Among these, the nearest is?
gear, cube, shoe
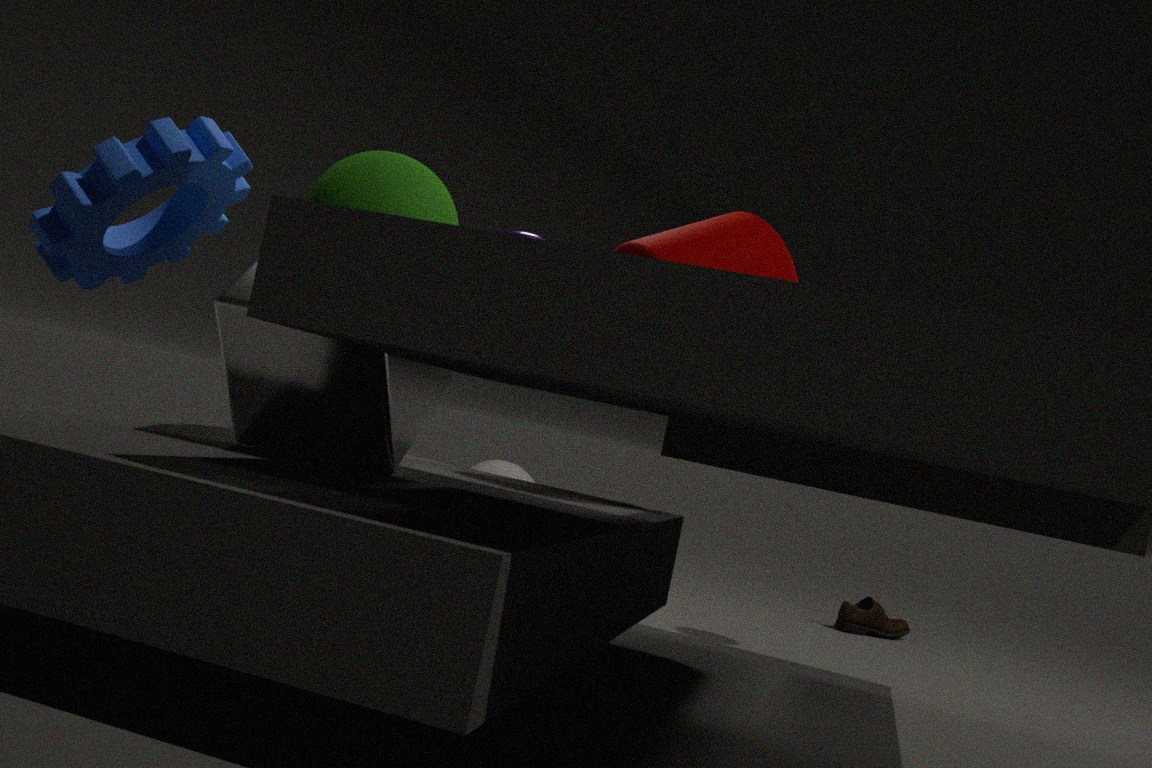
cube
